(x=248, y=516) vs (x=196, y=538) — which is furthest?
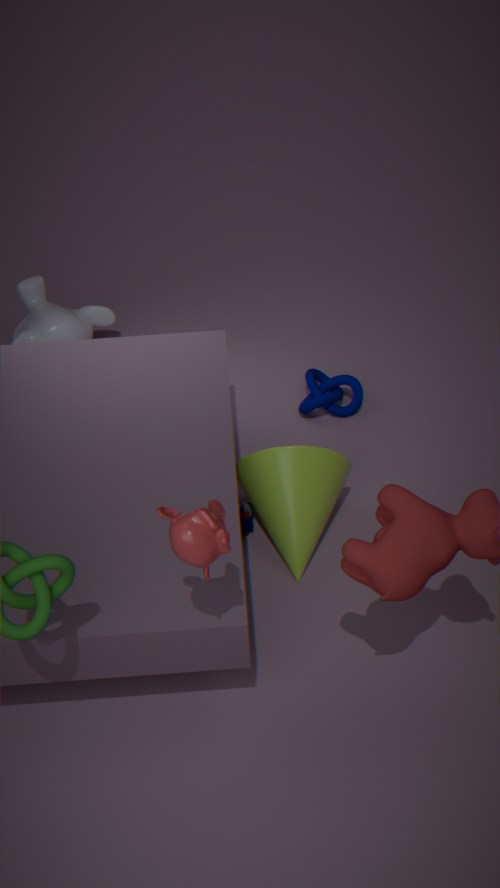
(x=248, y=516)
